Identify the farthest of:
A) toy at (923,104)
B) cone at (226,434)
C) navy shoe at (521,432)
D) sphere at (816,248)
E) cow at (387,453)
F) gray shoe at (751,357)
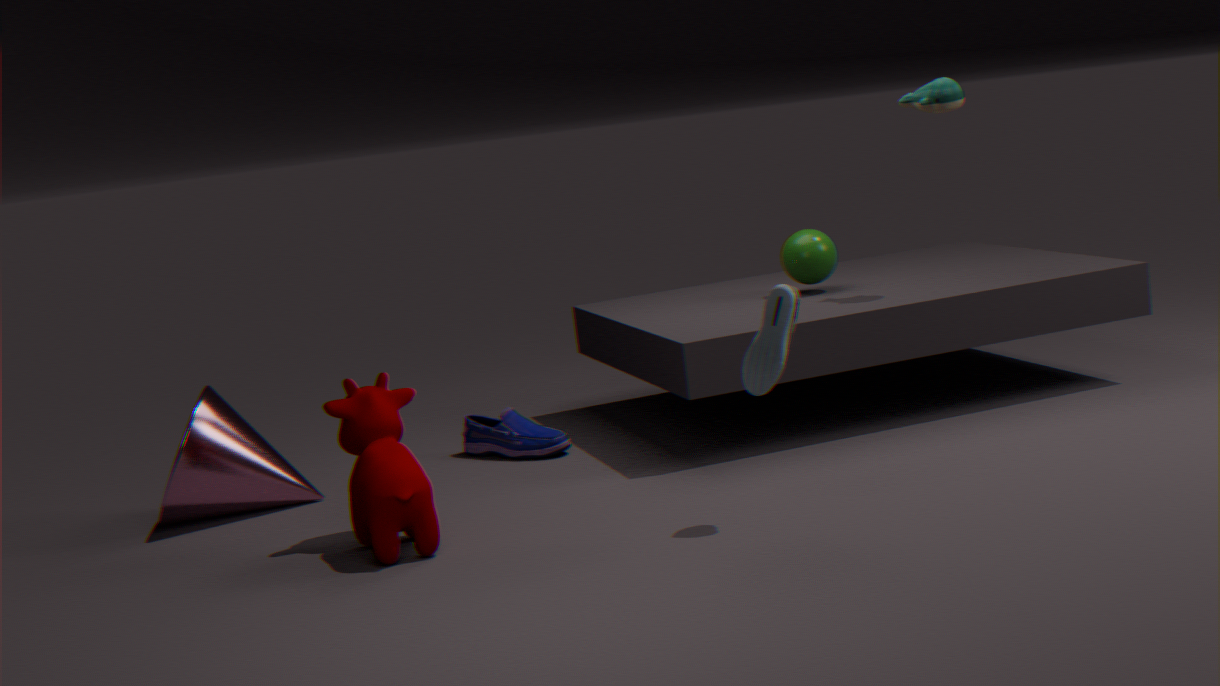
sphere at (816,248)
